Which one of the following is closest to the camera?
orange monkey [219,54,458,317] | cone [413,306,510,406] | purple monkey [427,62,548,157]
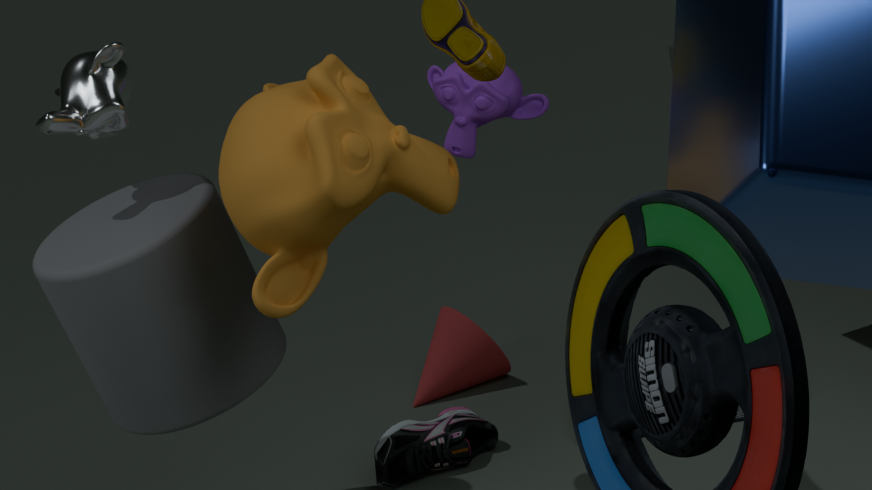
orange monkey [219,54,458,317]
